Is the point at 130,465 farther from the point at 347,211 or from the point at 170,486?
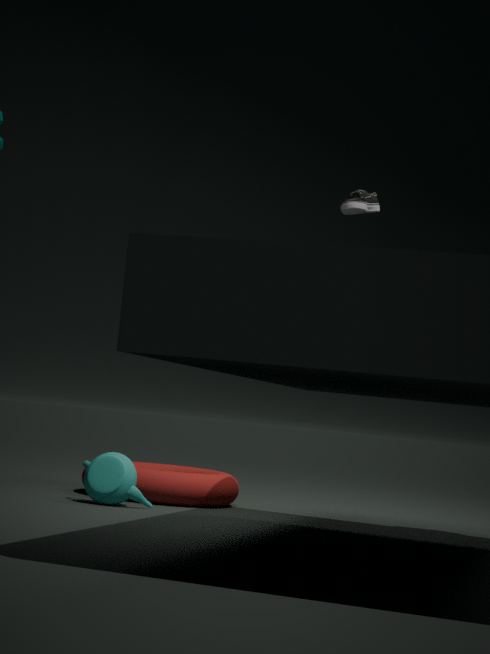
the point at 347,211
